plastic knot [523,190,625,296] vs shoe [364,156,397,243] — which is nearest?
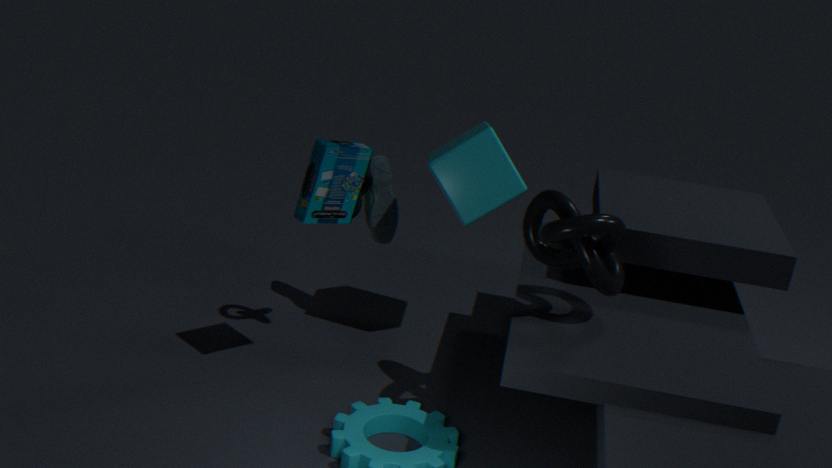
plastic knot [523,190,625,296]
